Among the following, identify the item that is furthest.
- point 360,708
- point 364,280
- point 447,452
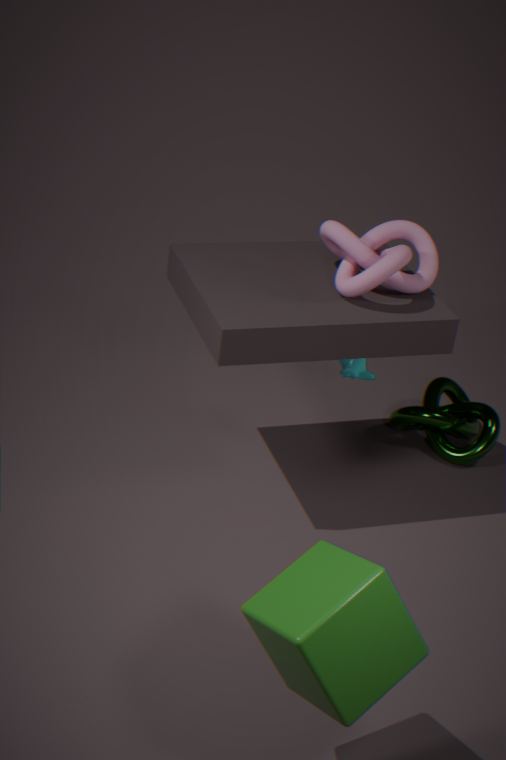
point 447,452
